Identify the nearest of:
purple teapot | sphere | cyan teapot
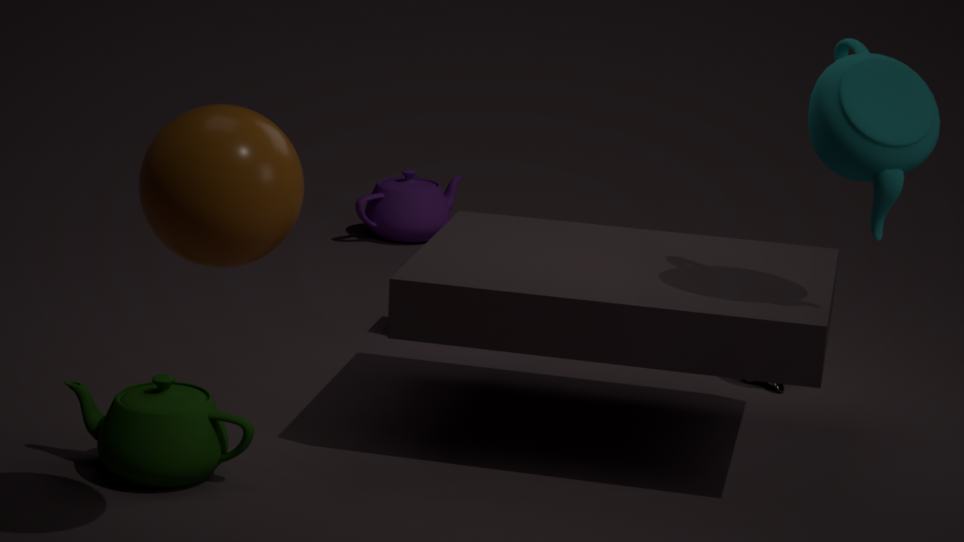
sphere
